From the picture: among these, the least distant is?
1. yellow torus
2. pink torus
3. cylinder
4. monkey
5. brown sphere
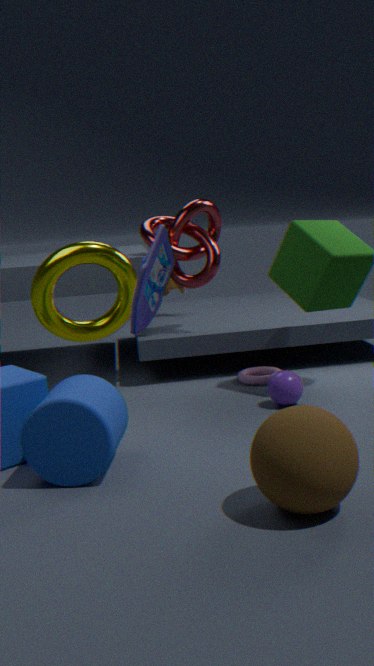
brown sphere
